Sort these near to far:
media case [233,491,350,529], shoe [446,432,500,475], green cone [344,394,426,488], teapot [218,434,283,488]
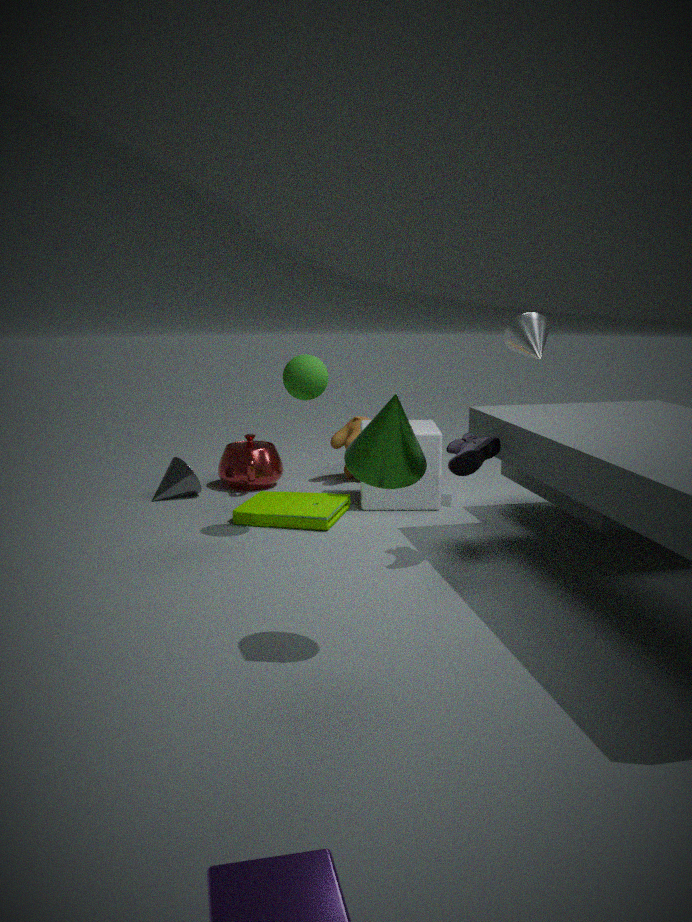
green cone [344,394,426,488]
shoe [446,432,500,475]
media case [233,491,350,529]
teapot [218,434,283,488]
